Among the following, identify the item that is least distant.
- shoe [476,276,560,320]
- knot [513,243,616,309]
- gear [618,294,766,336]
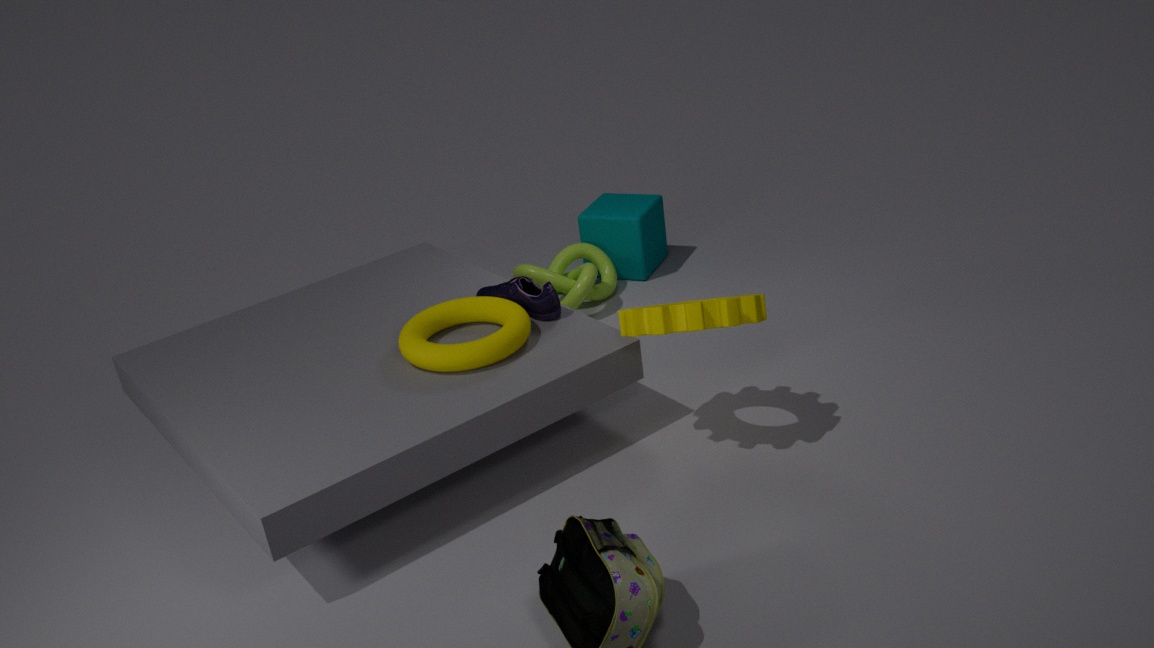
gear [618,294,766,336]
